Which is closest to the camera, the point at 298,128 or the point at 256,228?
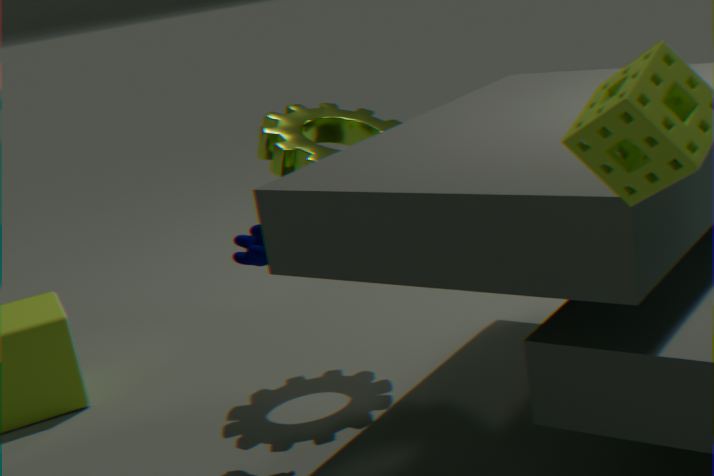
the point at 256,228
